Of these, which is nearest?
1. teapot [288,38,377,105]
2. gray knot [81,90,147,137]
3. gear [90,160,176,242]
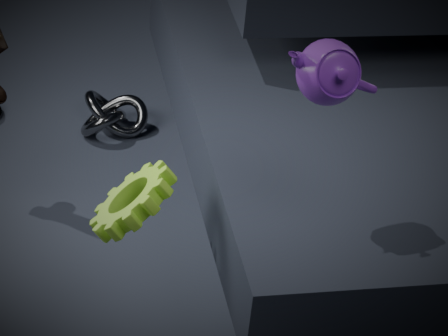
teapot [288,38,377,105]
